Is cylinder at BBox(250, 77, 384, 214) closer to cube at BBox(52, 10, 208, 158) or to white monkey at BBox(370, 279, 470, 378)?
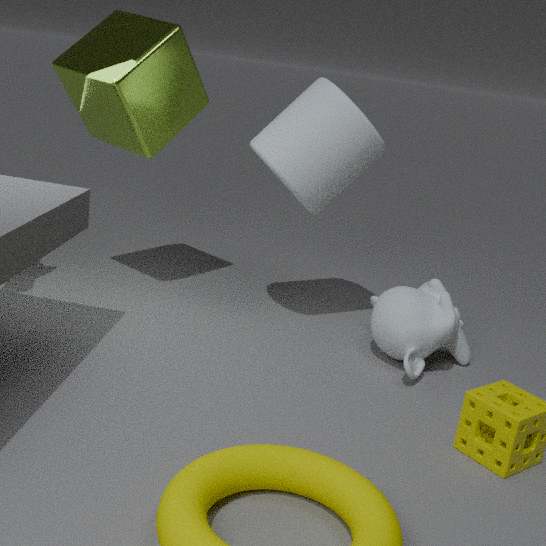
cube at BBox(52, 10, 208, 158)
